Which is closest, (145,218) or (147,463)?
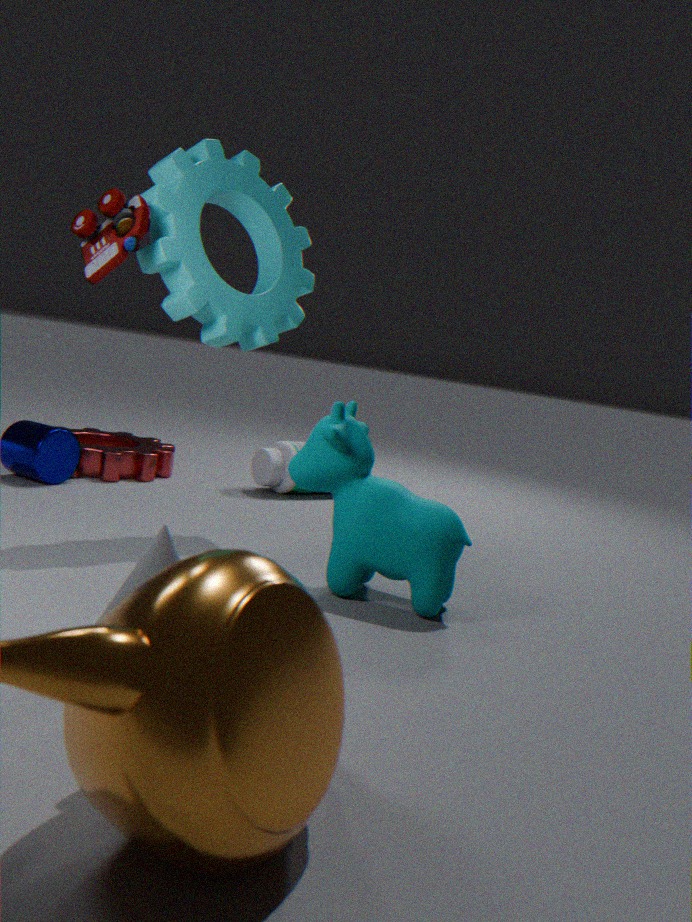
(145,218)
